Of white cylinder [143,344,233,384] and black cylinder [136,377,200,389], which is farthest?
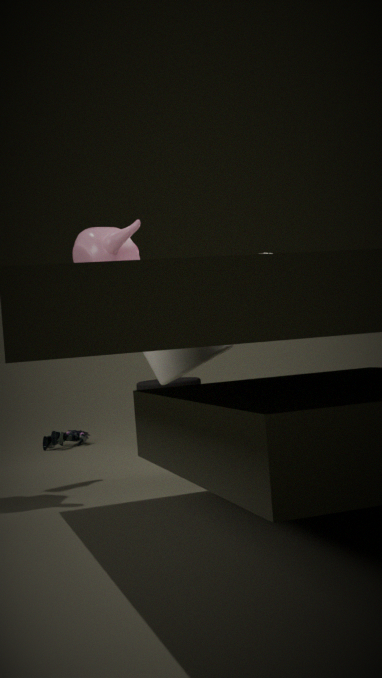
black cylinder [136,377,200,389]
